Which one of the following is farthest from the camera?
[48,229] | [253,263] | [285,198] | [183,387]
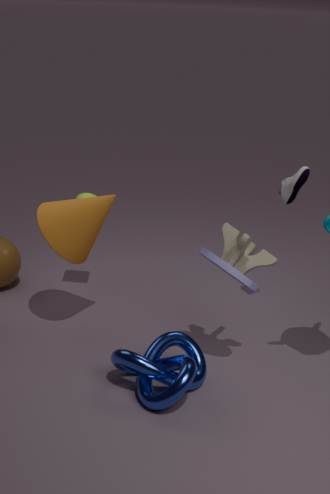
[285,198]
